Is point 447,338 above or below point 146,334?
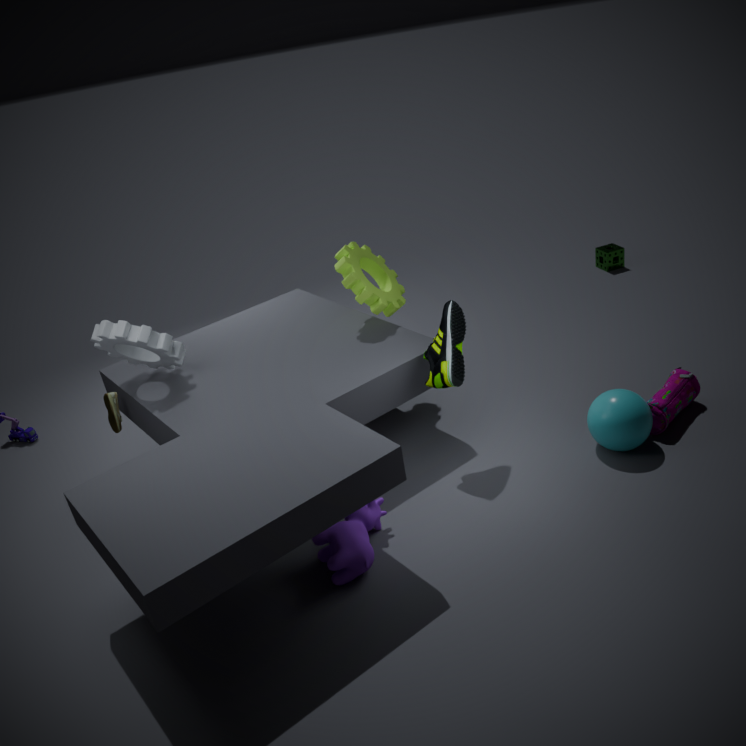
below
